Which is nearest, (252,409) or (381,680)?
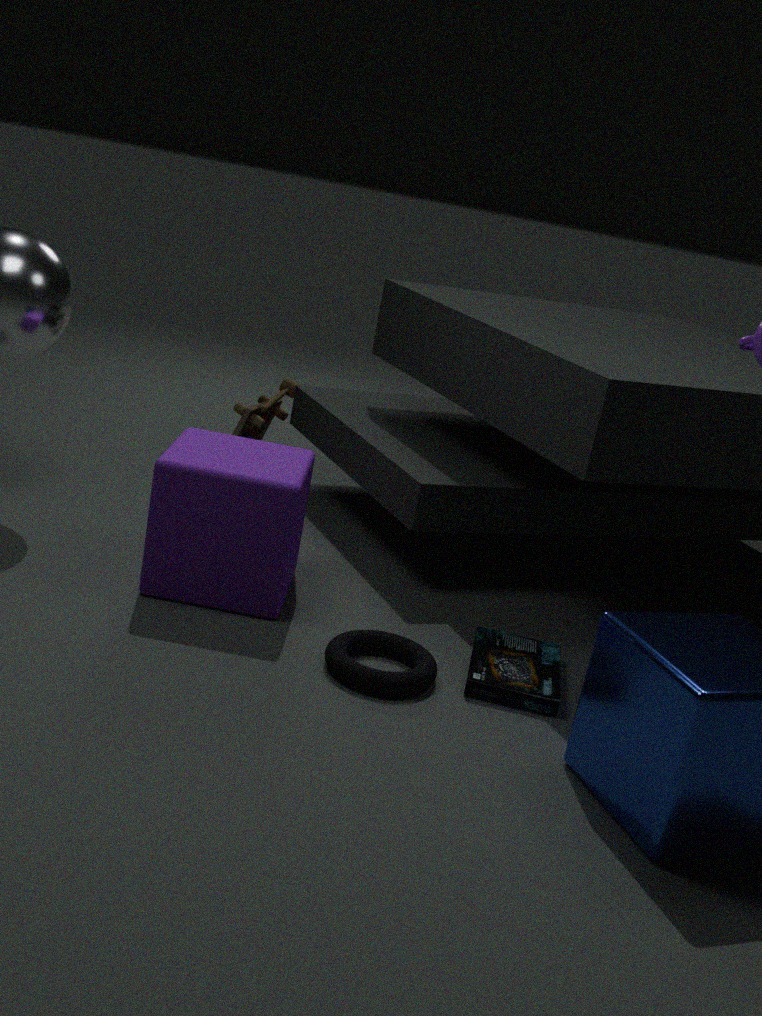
(381,680)
